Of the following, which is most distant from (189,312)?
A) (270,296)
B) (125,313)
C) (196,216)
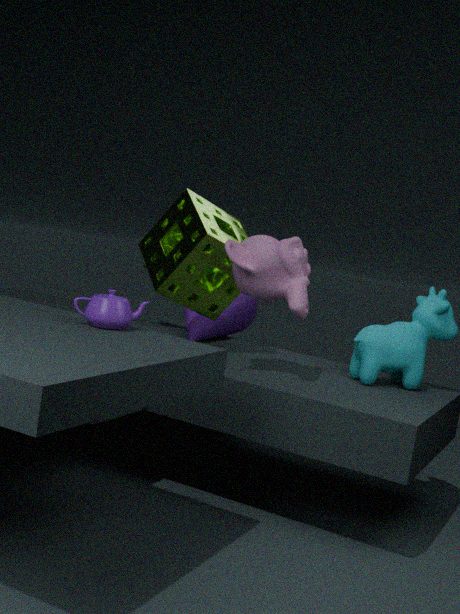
(125,313)
